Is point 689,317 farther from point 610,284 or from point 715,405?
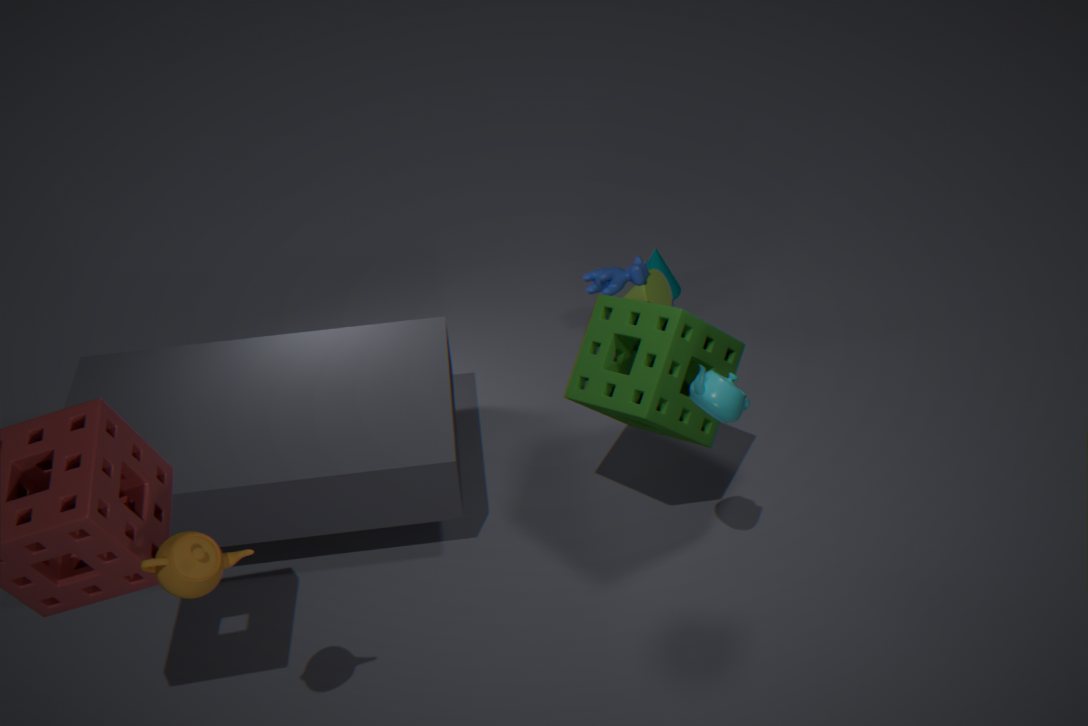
point 610,284
